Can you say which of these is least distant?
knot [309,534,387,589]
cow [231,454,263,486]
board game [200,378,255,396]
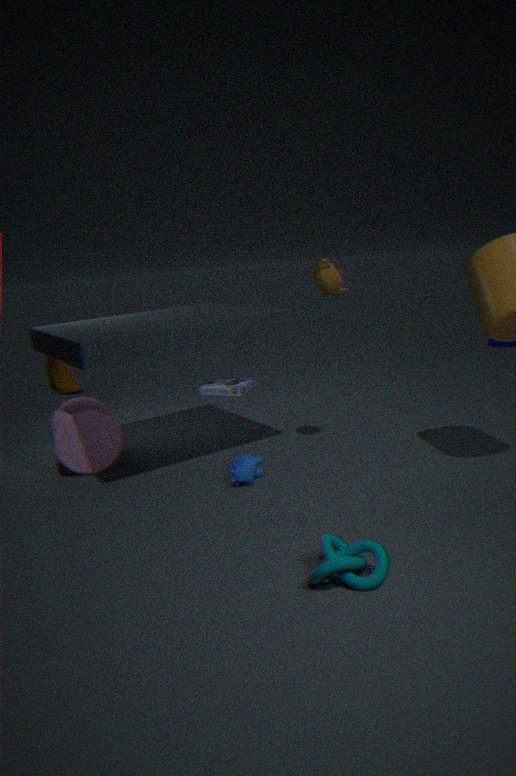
knot [309,534,387,589]
